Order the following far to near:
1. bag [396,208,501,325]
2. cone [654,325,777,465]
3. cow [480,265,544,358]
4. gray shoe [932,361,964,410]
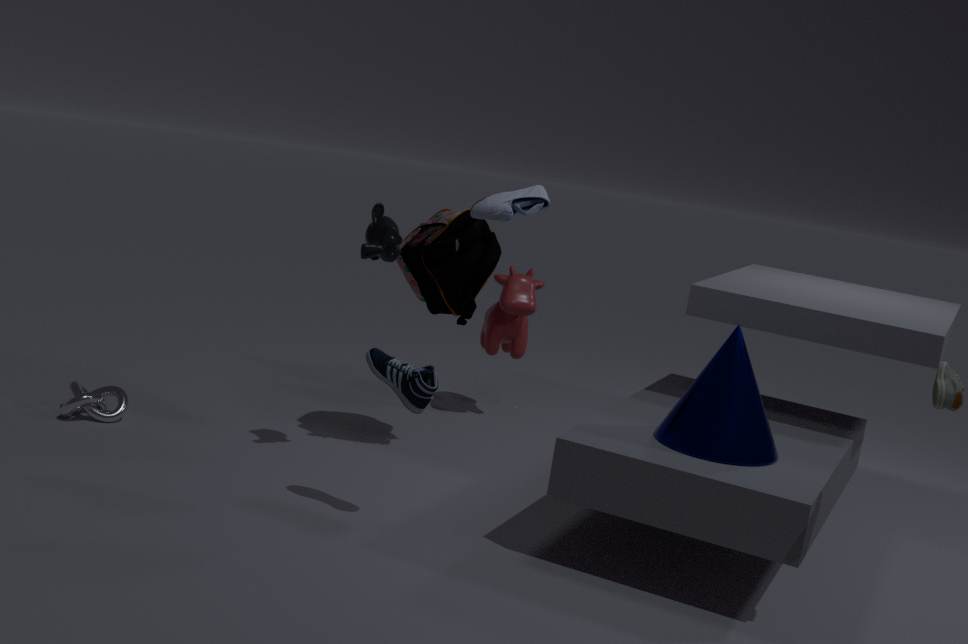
cow [480,265,544,358]
bag [396,208,501,325]
cone [654,325,777,465]
gray shoe [932,361,964,410]
